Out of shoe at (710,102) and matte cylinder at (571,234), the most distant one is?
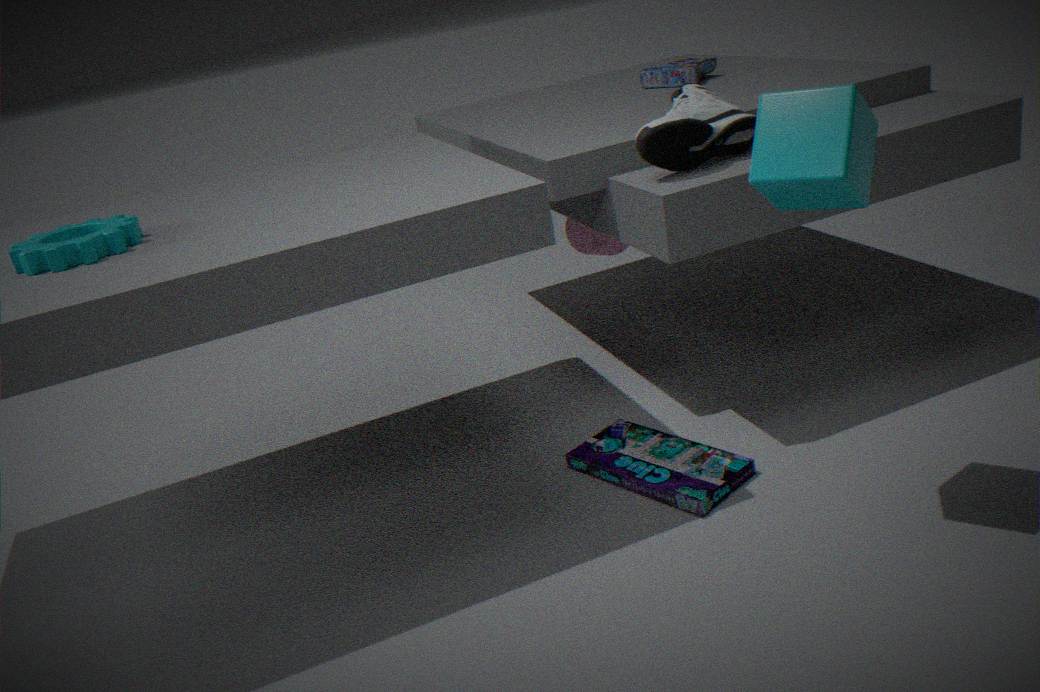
matte cylinder at (571,234)
